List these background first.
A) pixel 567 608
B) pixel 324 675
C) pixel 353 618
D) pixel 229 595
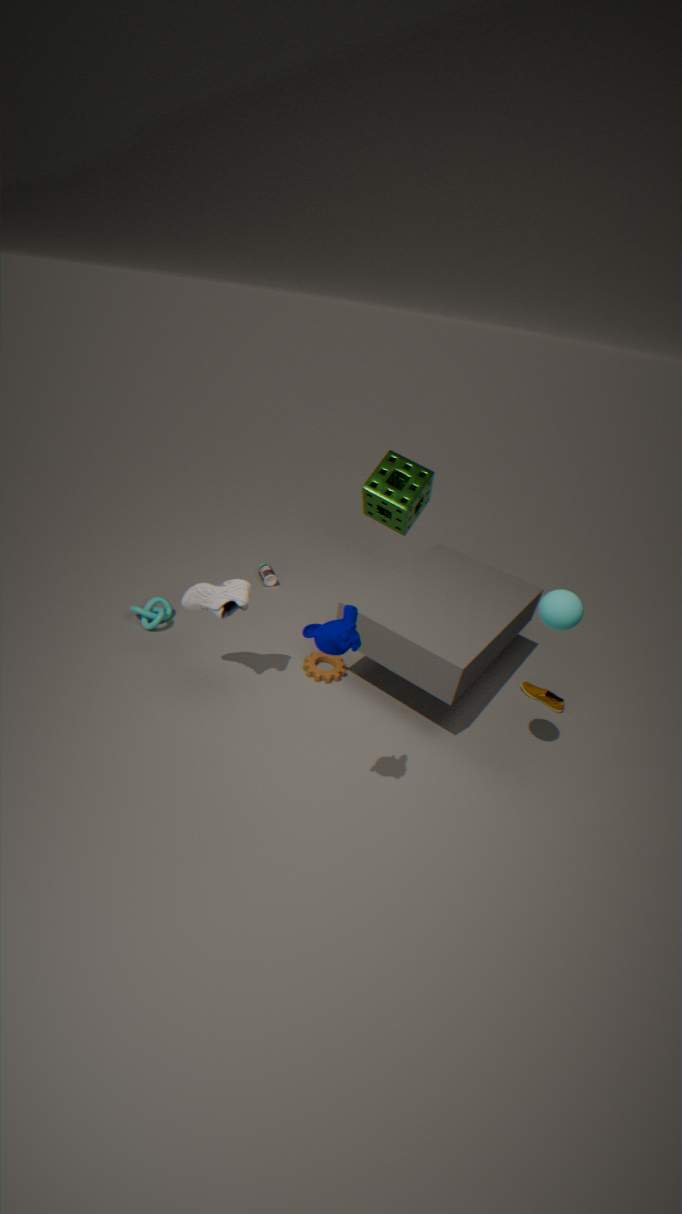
pixel 324 675
pixel 229 595
pixel 567 608
pixel 353 618
